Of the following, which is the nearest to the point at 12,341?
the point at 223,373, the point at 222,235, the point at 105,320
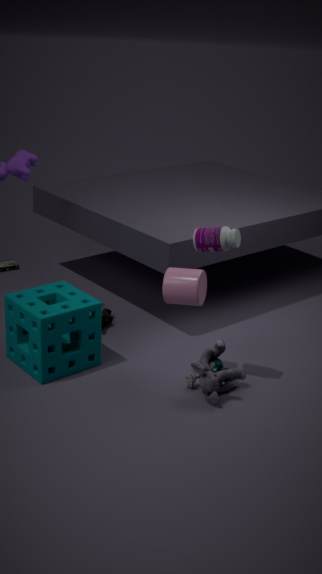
the point at 105,320
